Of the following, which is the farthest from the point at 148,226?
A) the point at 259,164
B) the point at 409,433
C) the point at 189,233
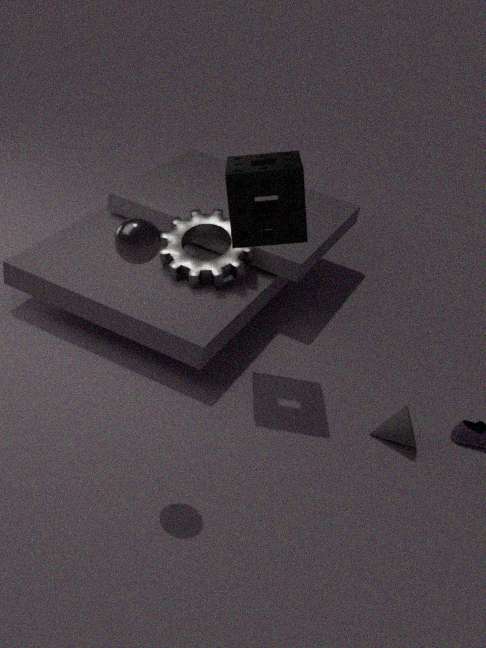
the point at 409,433
